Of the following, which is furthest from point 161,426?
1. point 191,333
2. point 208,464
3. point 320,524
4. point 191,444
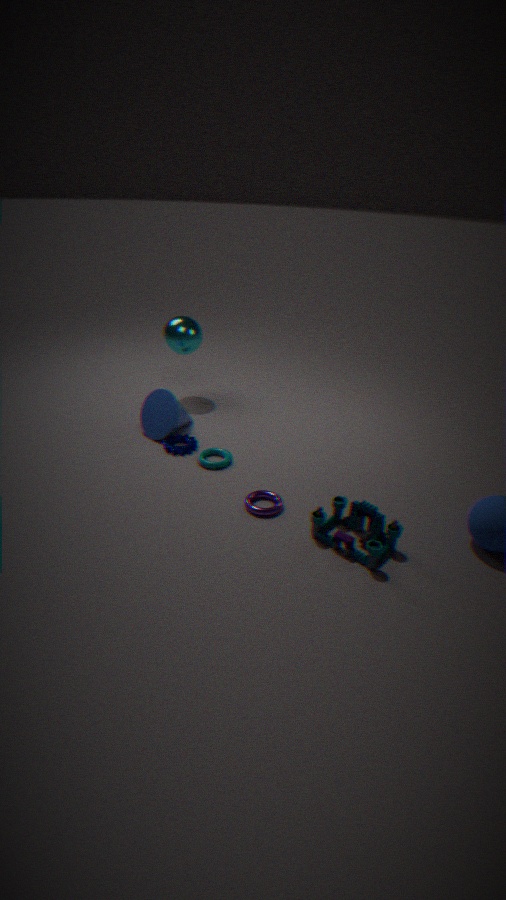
point 320,524
